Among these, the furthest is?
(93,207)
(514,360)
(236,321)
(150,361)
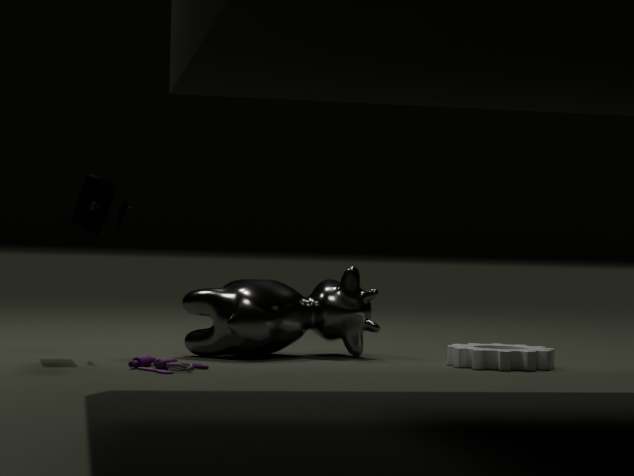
(236,321)
